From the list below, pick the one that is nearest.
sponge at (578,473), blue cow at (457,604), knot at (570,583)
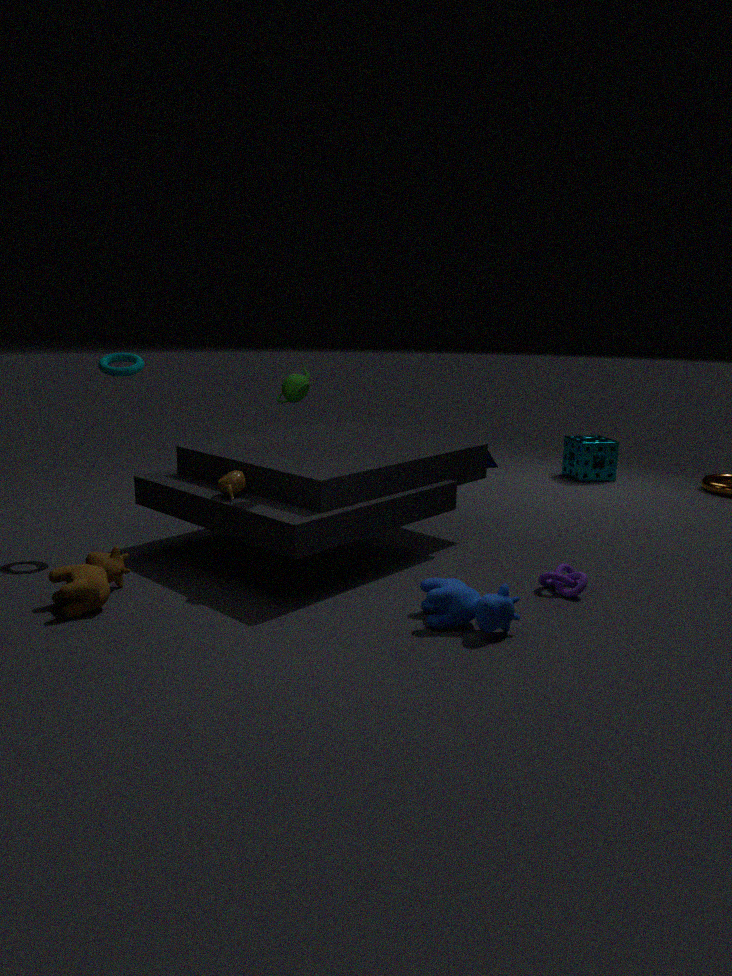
blue cow at (457,604)
